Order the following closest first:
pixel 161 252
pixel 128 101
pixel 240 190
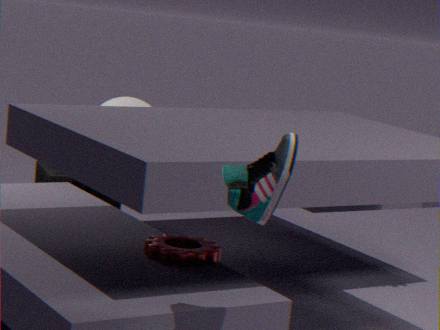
1. pixel 240 190
2. pixel 161 252
3. pixel 128 101
